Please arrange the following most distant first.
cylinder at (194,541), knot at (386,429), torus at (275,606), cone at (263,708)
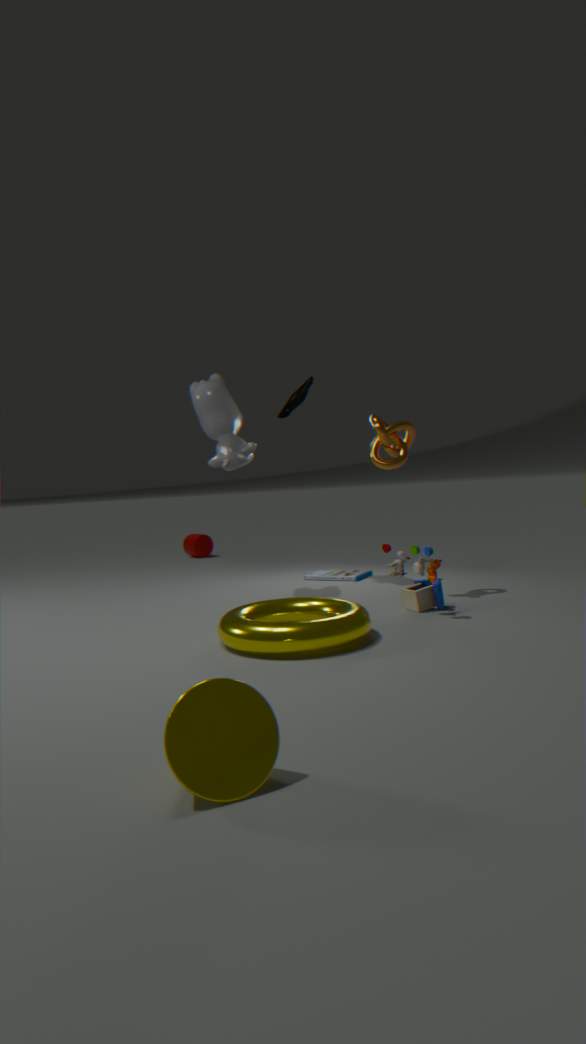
cylinder at (194,541), knot at (386,429), torus at (275,606), cone at (263,708)
